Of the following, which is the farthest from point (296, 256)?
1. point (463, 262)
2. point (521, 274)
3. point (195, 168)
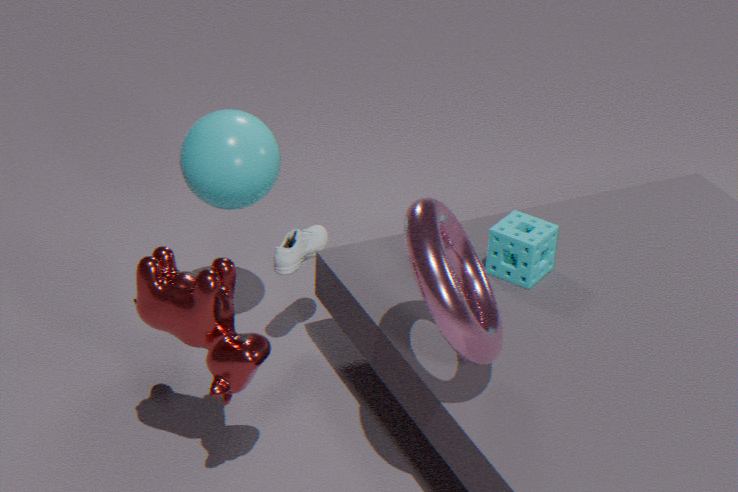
point (463, 262)
